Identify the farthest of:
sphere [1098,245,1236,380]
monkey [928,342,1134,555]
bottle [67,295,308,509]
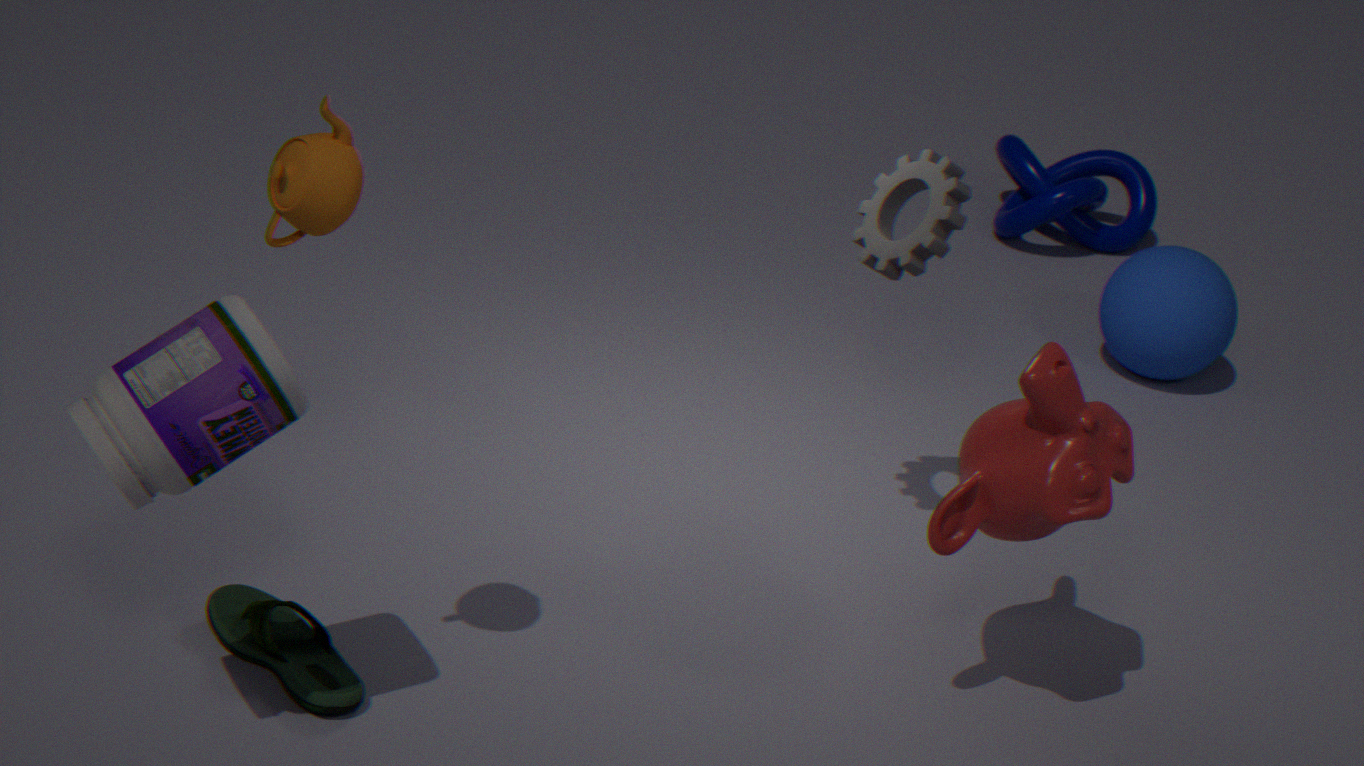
sphere [1098,245,1236,380]
